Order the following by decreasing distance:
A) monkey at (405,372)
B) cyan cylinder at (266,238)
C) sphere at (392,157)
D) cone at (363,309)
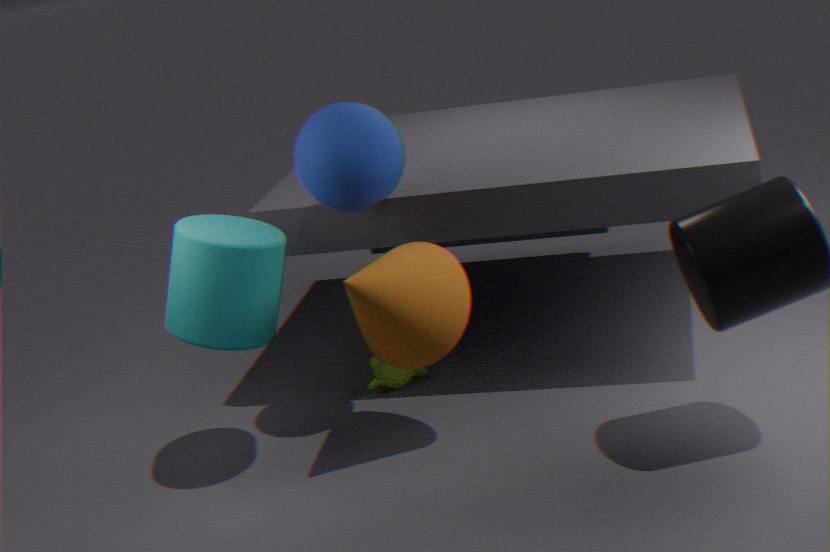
monkey at (405,372) → sphere at (392,157) → cyan cylinder at (266,238) → cone at (363,309)
